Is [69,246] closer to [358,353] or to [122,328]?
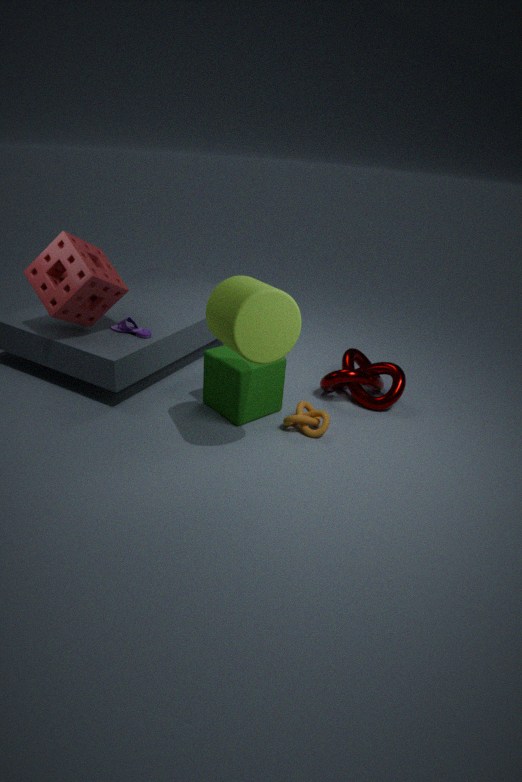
[122,328]
